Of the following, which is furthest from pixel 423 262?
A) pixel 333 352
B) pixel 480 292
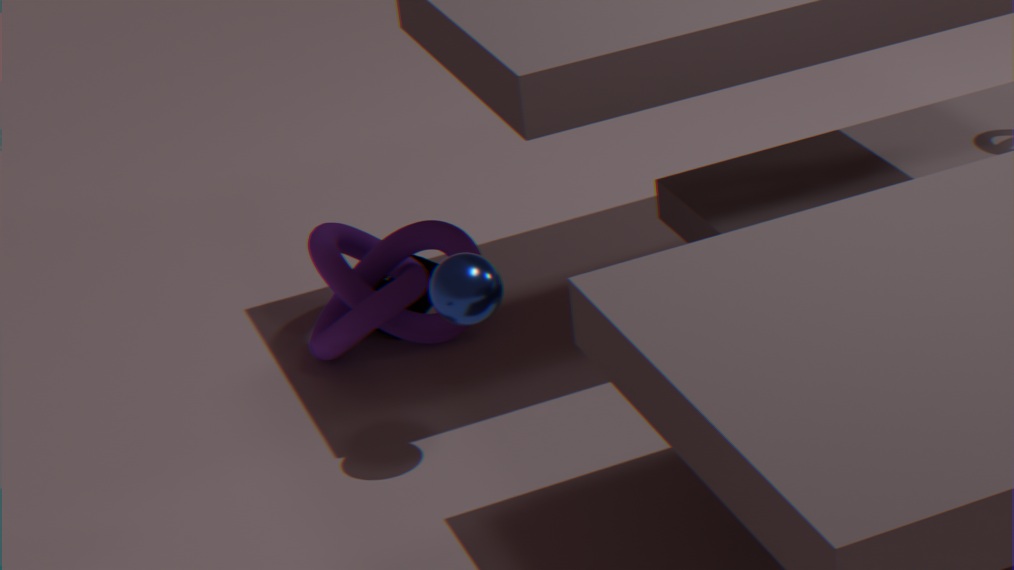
pixel 480 292
